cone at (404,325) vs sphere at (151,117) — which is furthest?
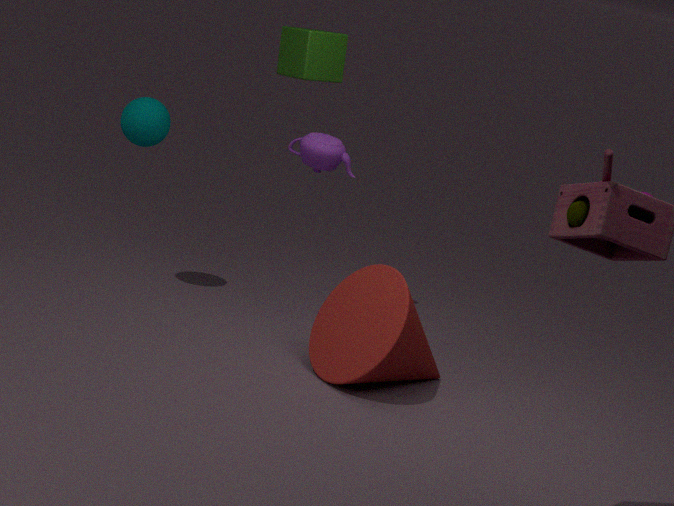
→ sphere at (151,117)
